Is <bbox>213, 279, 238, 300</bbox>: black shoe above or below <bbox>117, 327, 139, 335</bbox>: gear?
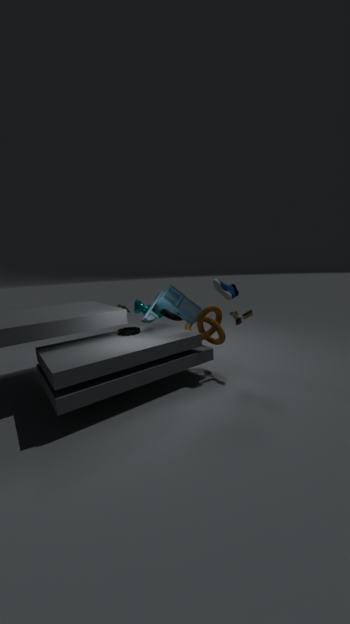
above
